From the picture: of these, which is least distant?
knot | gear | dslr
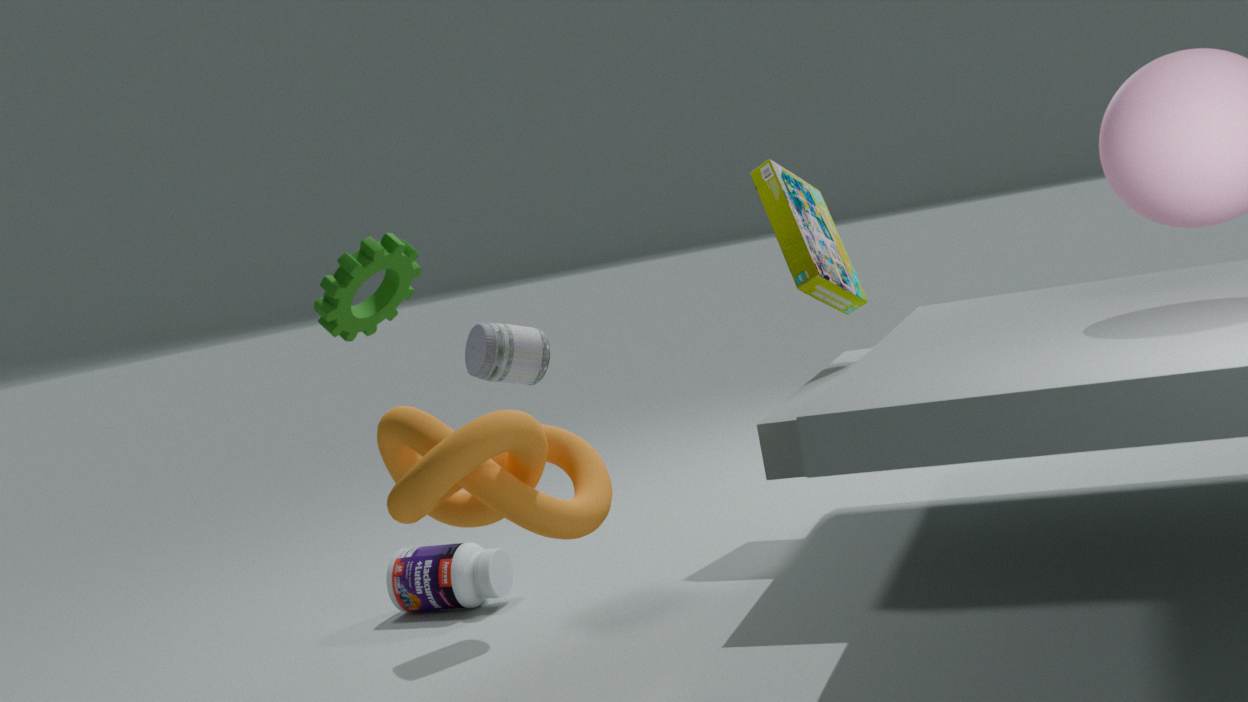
knot
